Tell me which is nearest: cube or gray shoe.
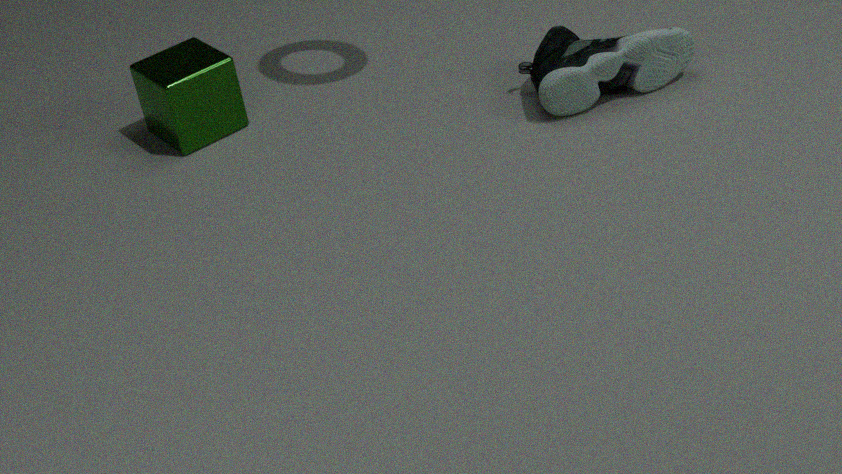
gray shoe
